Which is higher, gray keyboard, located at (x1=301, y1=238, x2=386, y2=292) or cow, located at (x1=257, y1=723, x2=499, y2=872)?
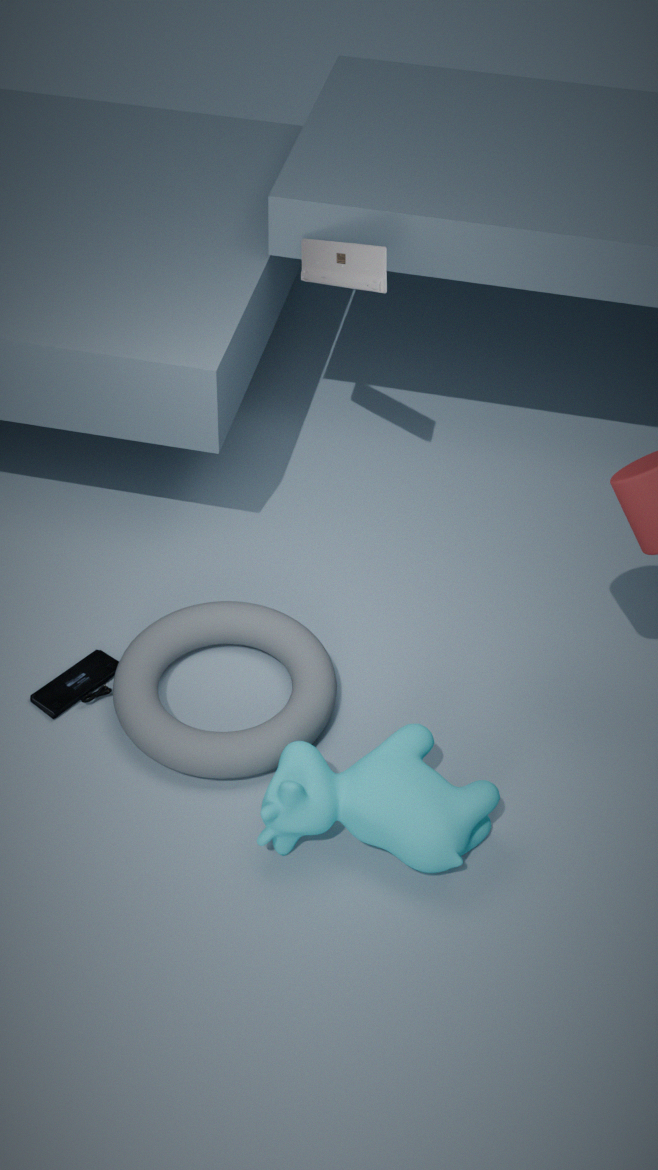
gray keyboard, located at (x1=301, y1=238, x2=386, y2=292)
